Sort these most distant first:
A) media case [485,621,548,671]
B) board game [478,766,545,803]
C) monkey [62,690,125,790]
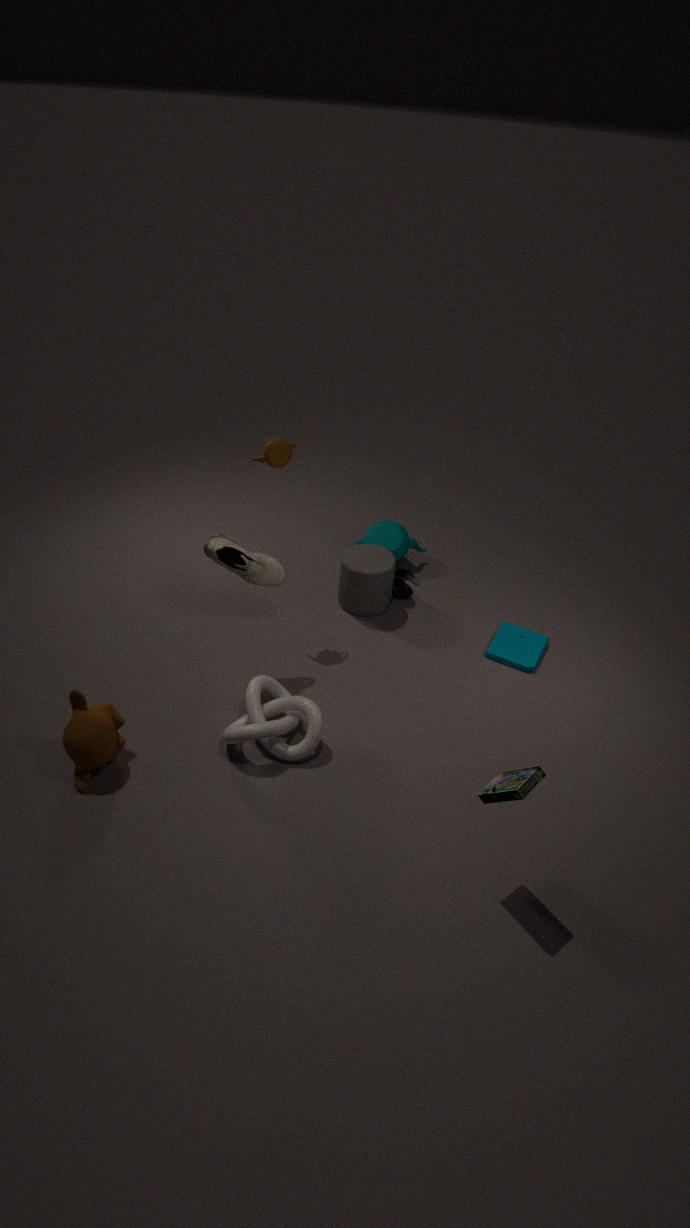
media case [485,621,548,671] → monkey [62,690,125,790] → board game [478,766,545,803]
